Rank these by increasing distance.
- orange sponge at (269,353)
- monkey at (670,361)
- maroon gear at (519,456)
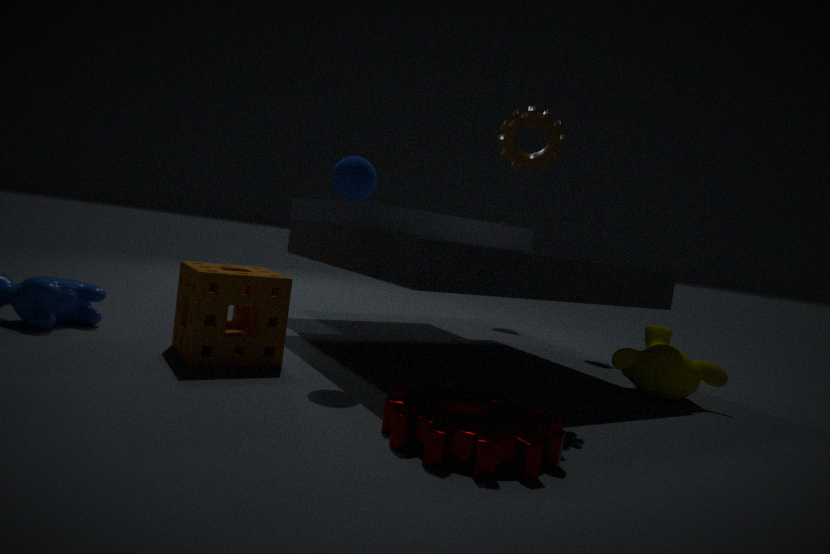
1. maroon gear at (519,456)
2. orange sponge at (269,353)
3. monkey at (670,361)
